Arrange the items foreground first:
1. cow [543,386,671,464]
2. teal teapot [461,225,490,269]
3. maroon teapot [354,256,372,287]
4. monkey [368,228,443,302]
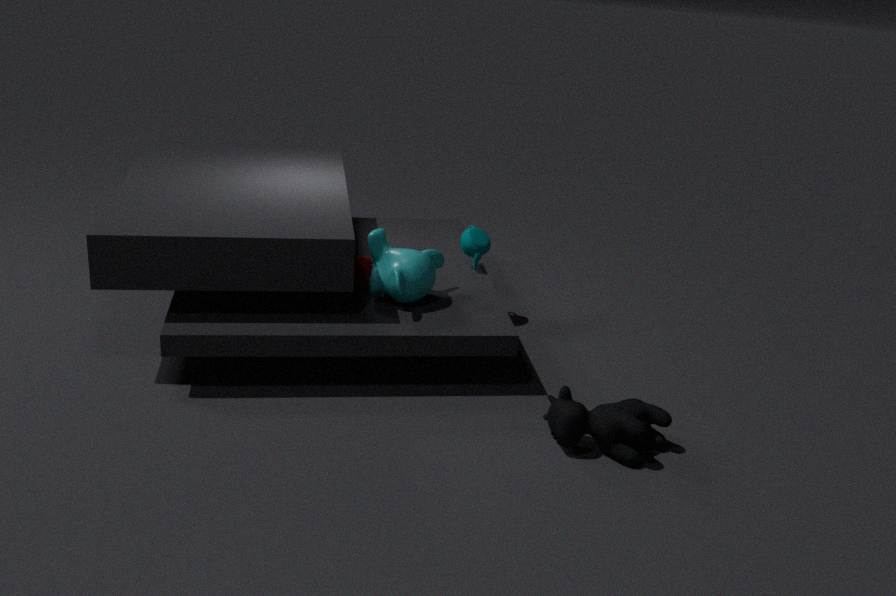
cow [543,386,671,464]
monkey [368,228,443,302]
maroon teapot [354,256,372,287]
teal teapot [461,225,490,269]
